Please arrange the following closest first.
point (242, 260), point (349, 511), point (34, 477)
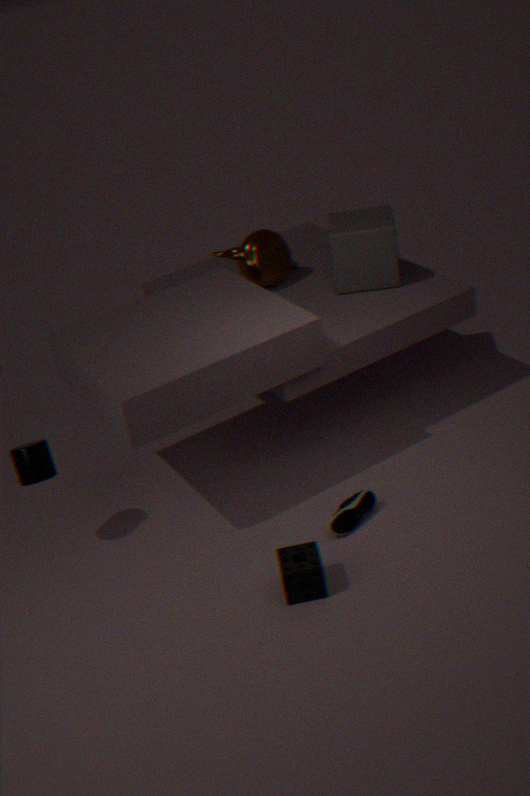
1. point (34, 477)
2. point (349, 511)
3. point (242, 260)
